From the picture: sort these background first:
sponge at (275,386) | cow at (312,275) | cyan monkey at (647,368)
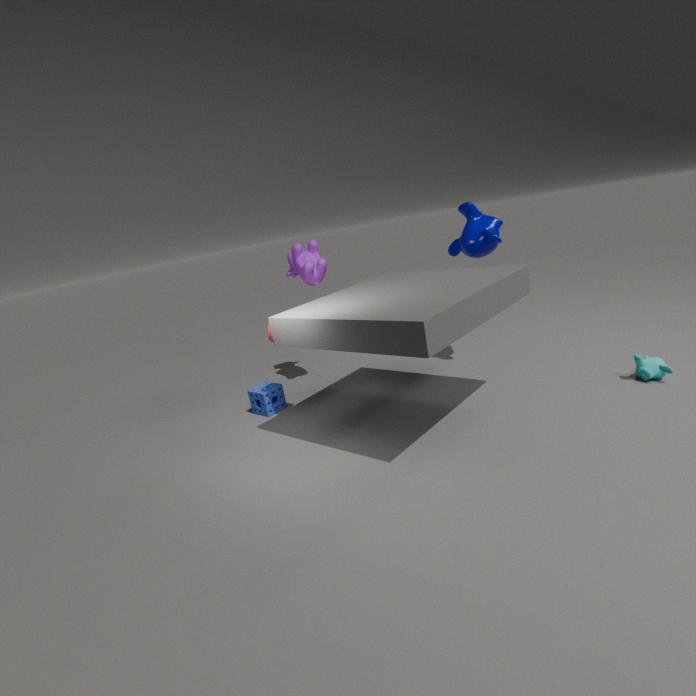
cow at (312,275) → sponge at (275,386) → cyan monkey at (647,368)
